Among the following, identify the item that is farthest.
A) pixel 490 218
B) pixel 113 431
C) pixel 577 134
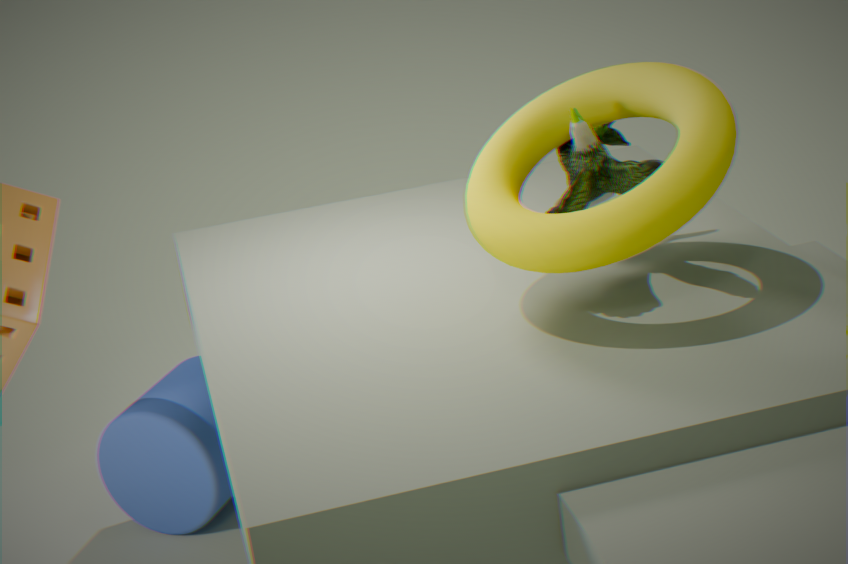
pixel 113 431
